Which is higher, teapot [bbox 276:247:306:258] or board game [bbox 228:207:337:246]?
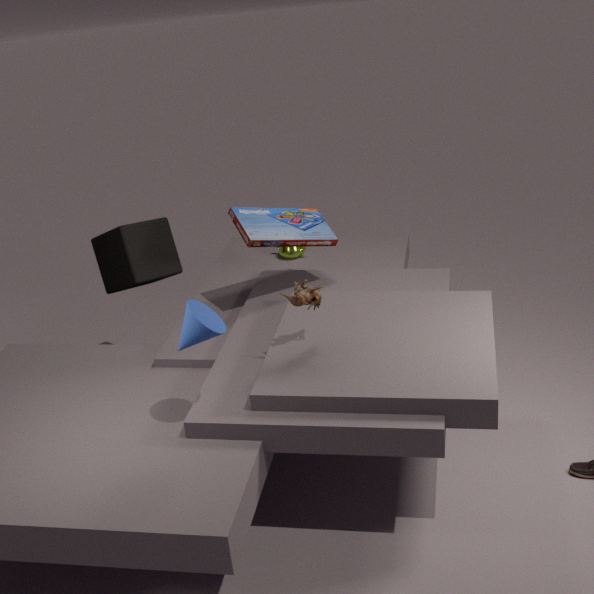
board game [bbox 228:207:337:246]
